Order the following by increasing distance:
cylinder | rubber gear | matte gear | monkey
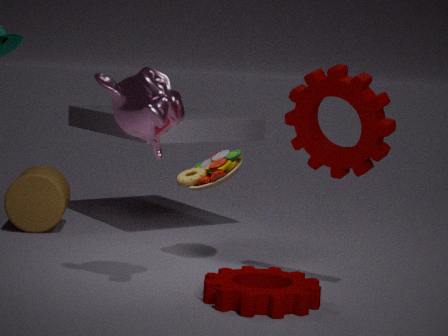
matte gear → monkey → rubber gear → cylinder
